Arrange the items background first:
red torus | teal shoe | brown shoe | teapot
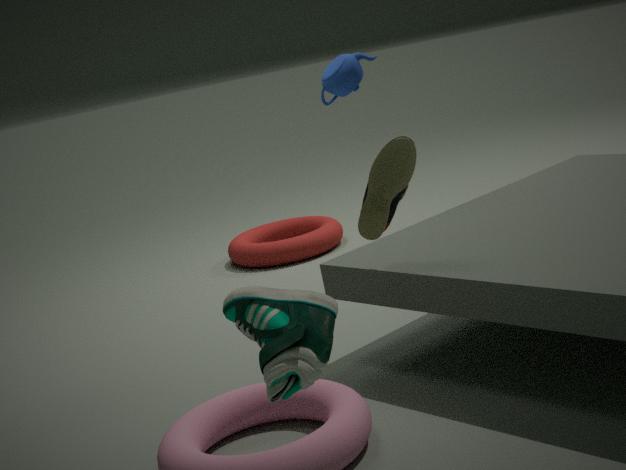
red torus < teapot < brown shoe < teal shoe
